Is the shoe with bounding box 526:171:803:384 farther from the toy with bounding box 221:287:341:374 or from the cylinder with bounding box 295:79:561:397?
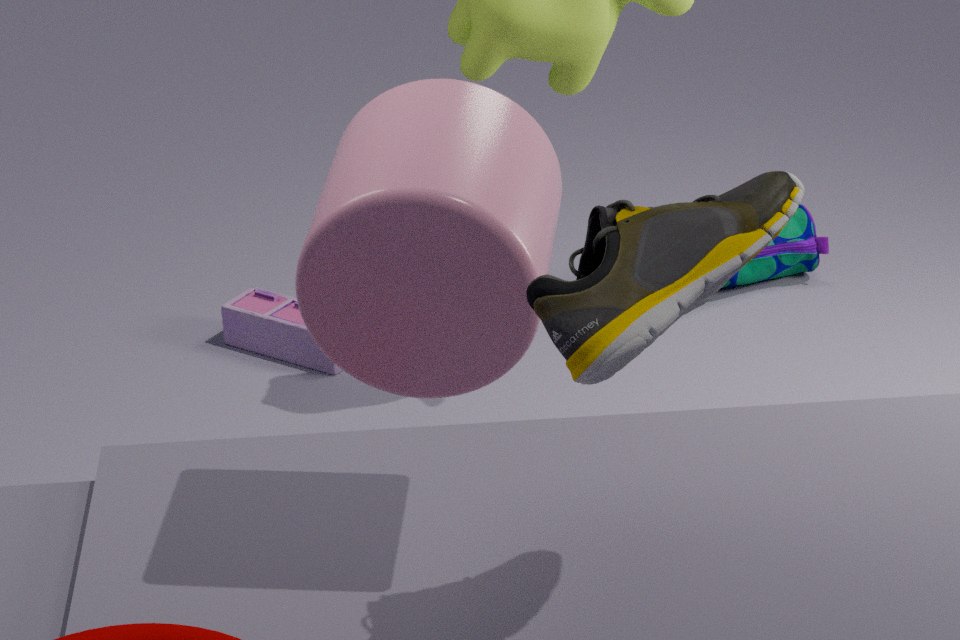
the toy with bounding box 221:287:341:374
